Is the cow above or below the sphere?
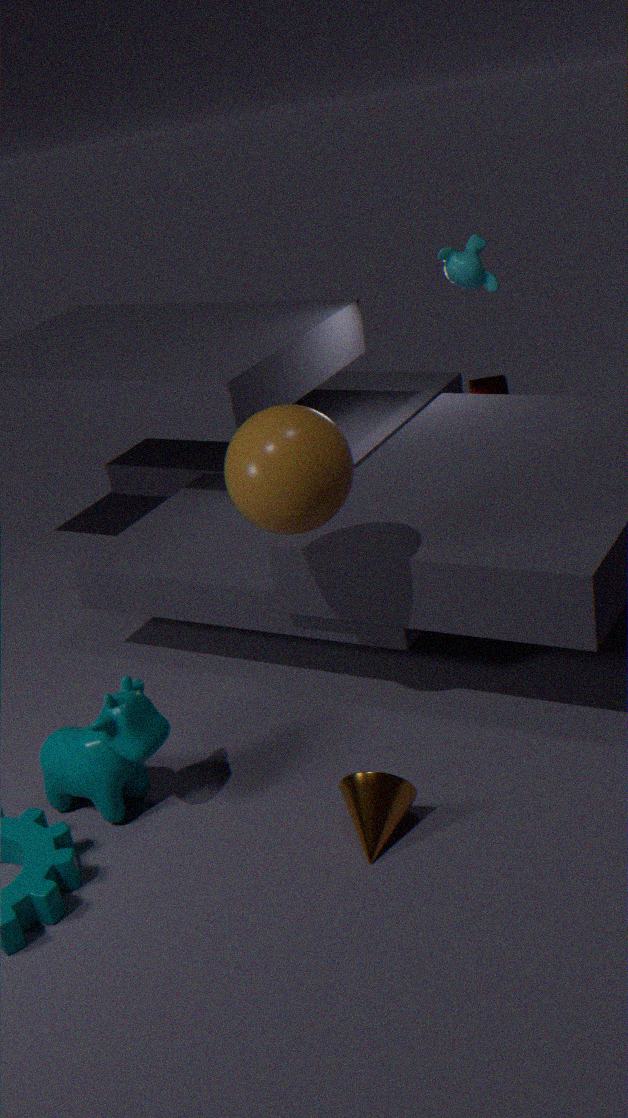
below
